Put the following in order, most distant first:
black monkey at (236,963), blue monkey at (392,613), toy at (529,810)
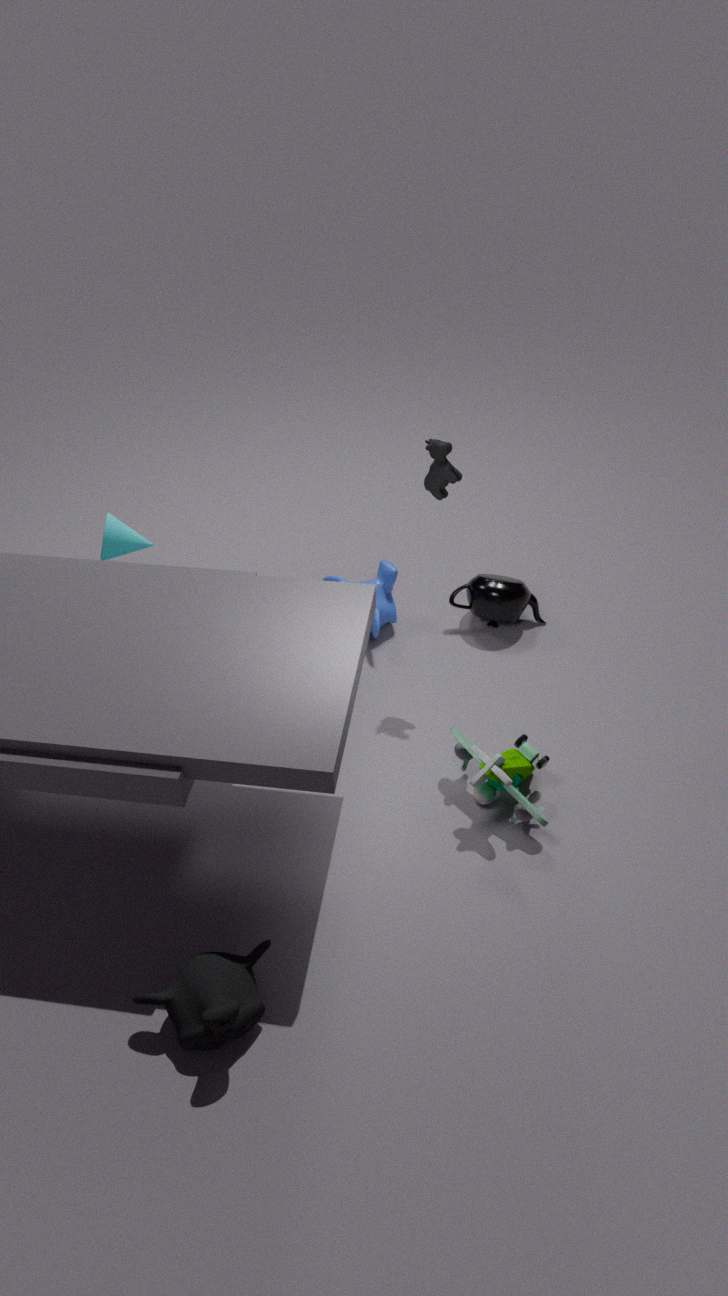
blue monkey at (392,613)
toy at (529,810)
black monkey at (236,963)
